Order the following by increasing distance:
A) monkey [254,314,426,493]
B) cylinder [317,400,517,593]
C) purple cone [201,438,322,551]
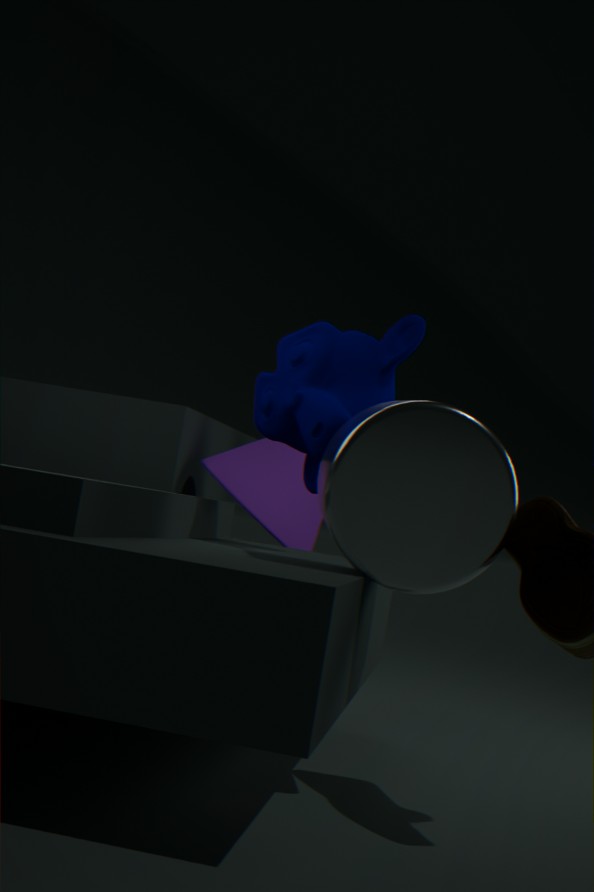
B. cylinder [317,400,517,593]
A. monkey [254,314,426,493]
C. purple cone [201,438,322,551]
